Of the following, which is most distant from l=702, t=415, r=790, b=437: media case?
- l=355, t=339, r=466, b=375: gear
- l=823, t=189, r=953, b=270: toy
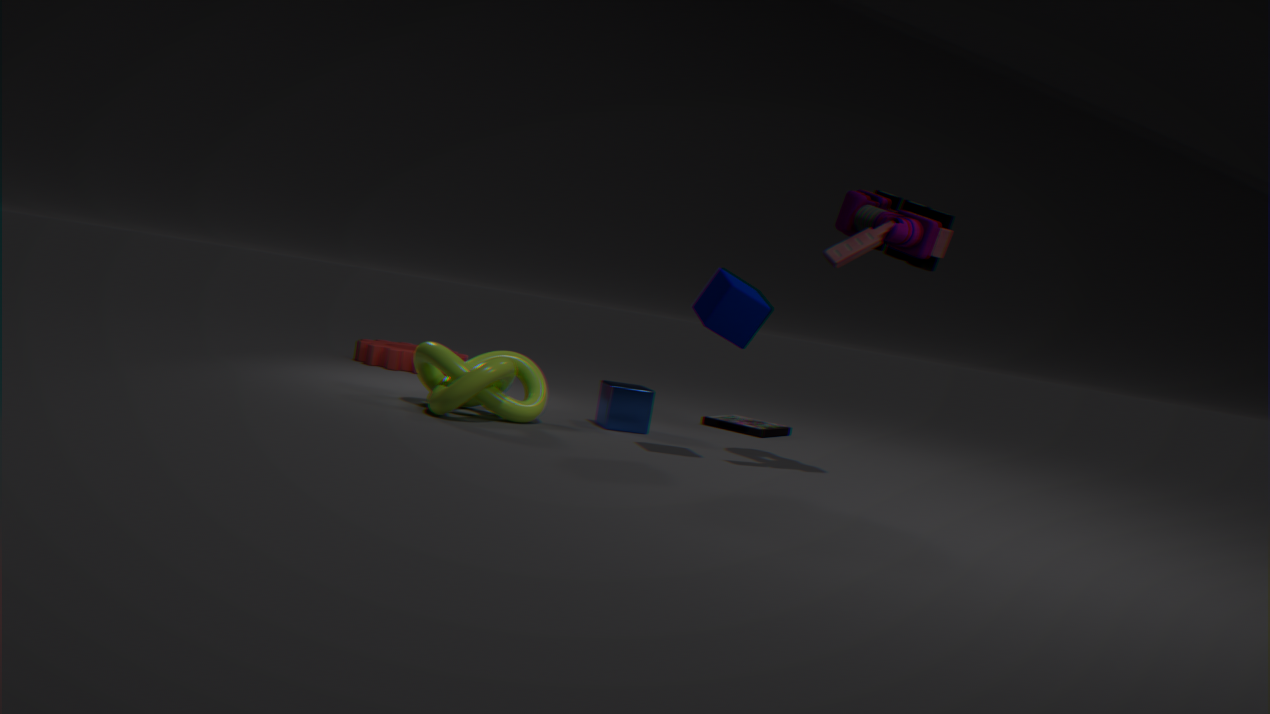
l=355, t=339, r=466, b=375: gear
